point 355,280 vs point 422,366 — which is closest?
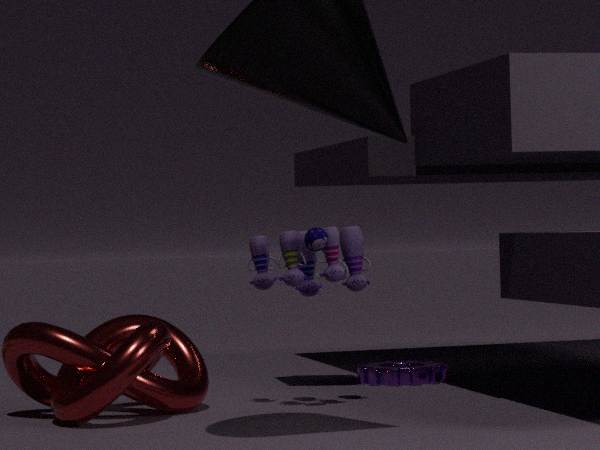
point 355,280
